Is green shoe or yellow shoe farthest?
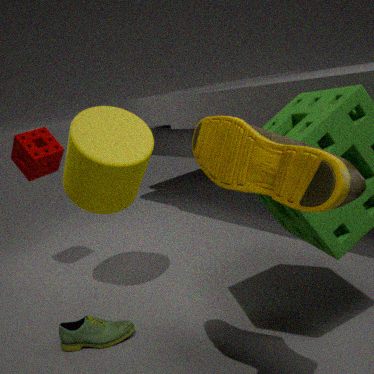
green shoe
